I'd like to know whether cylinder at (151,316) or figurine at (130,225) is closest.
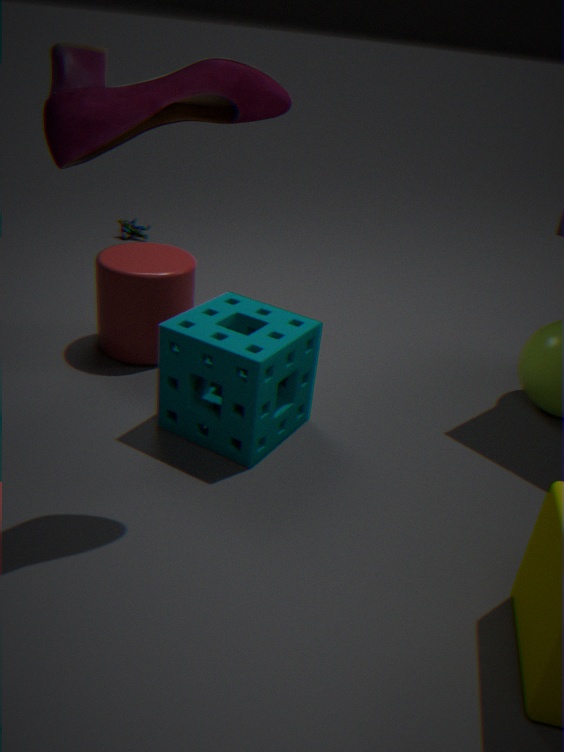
cylinder at (151,316)
